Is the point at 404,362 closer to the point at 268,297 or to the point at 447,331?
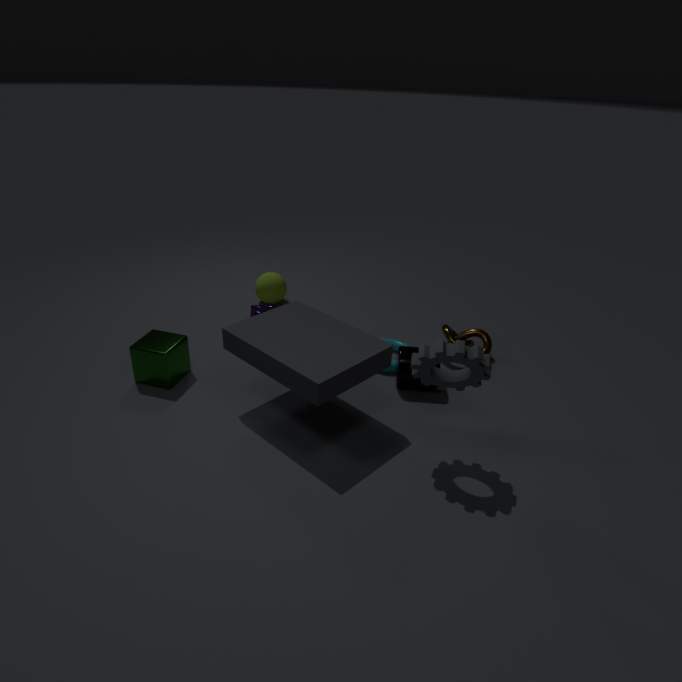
the point at 447,331
